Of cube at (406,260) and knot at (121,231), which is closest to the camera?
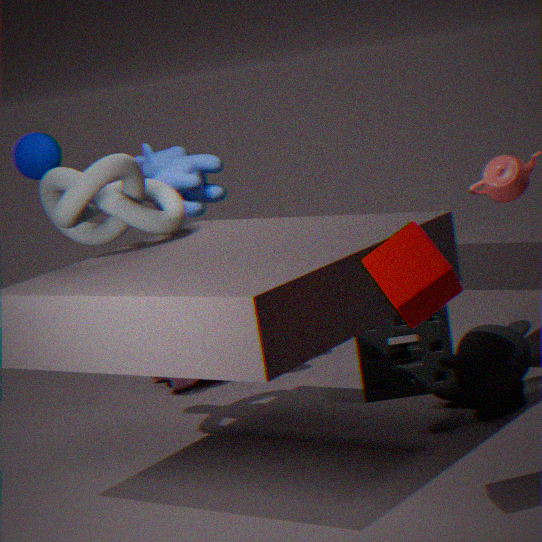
cube at (406,260)
